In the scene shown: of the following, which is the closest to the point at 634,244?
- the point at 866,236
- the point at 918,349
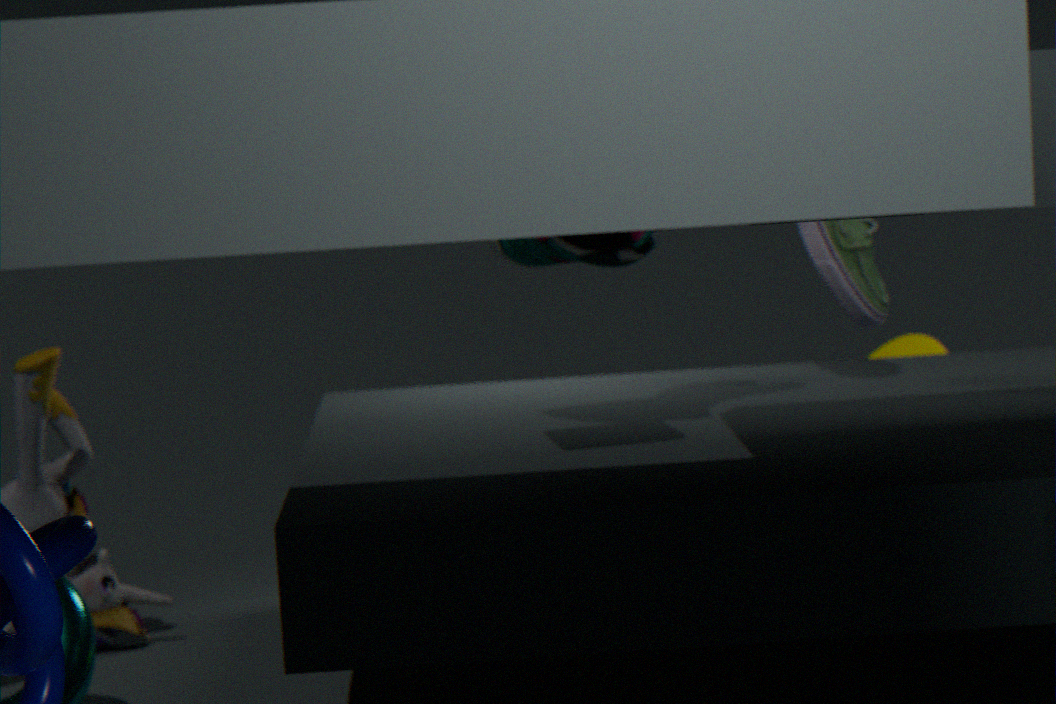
the point at 866,236
